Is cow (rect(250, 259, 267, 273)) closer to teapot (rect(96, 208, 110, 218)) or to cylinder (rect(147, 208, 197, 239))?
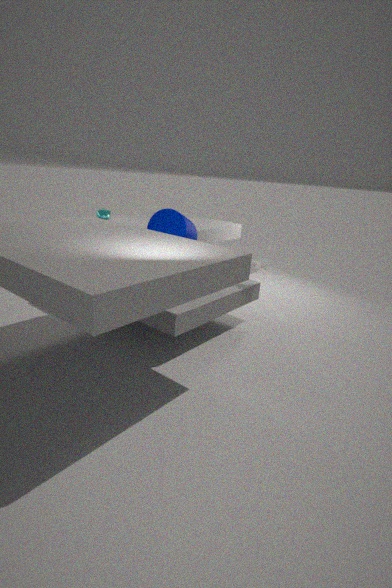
cylinder (rect(147, 208, 197, 239))
